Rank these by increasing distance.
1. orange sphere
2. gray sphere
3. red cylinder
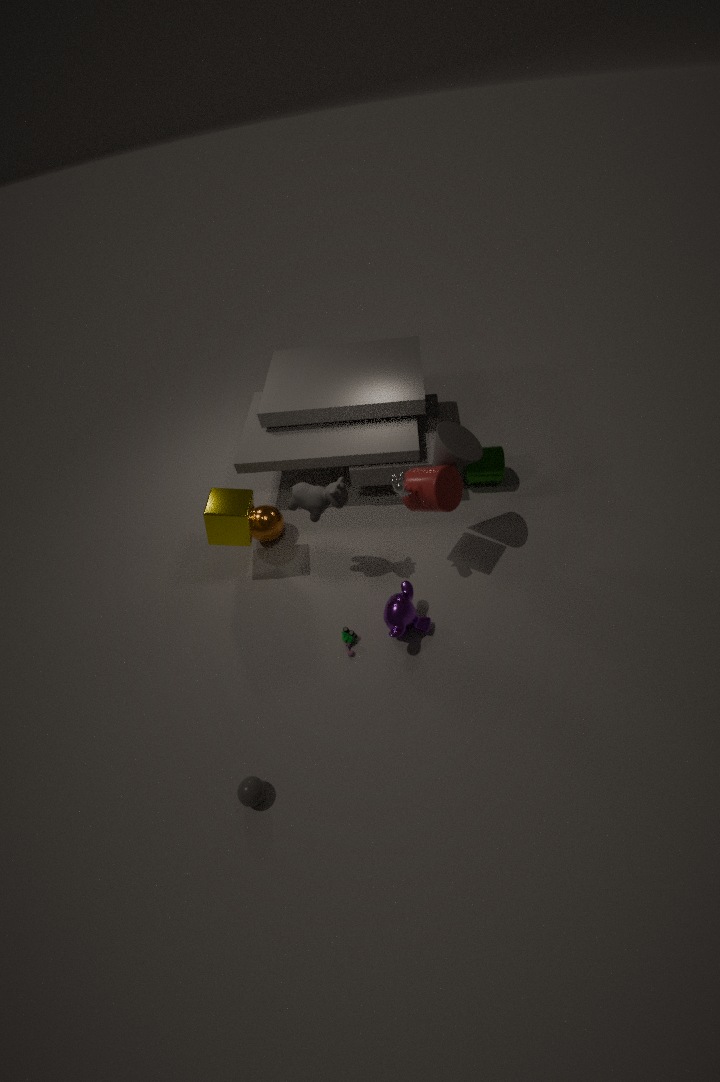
gray sphere < red cylinder < orange sphere
